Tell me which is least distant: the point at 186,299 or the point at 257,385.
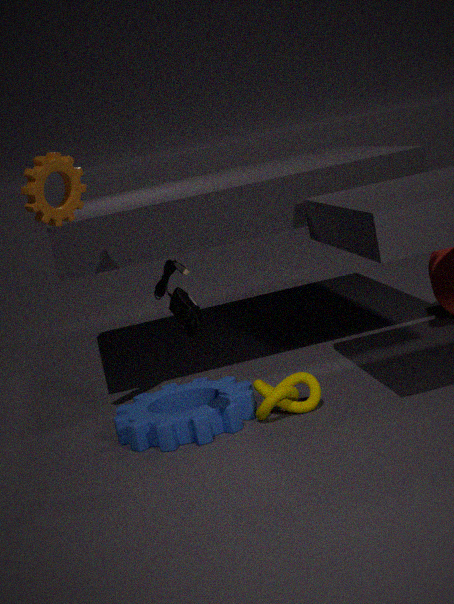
the point at 186,299
